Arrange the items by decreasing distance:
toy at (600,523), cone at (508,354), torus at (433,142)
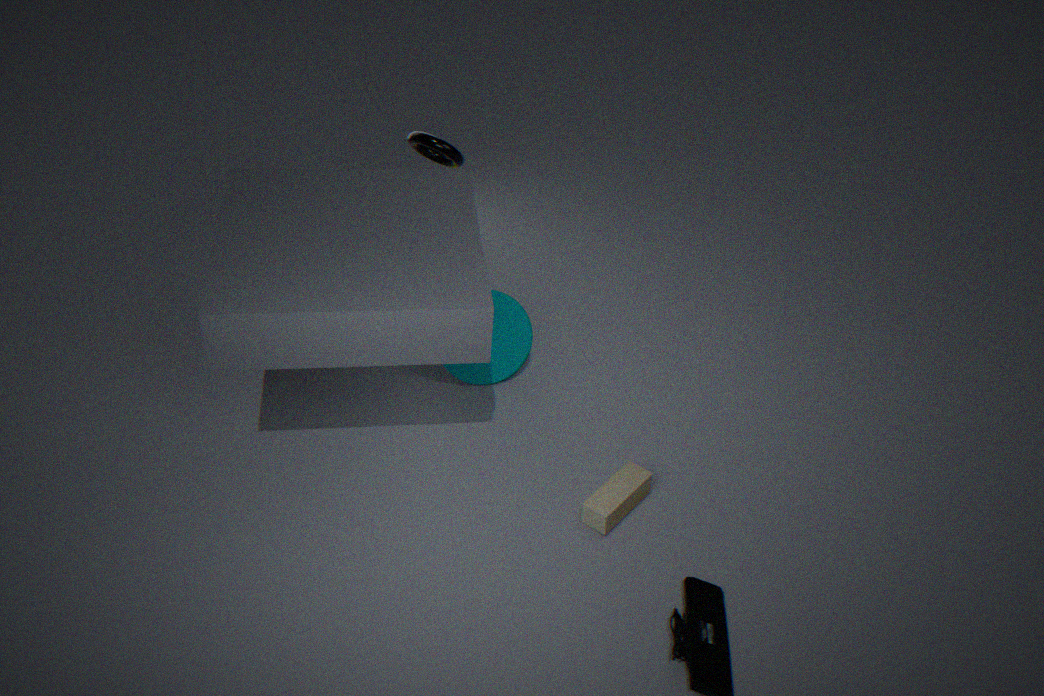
cone at (508,354)
torus at (433,142)
toy at (600,523)
